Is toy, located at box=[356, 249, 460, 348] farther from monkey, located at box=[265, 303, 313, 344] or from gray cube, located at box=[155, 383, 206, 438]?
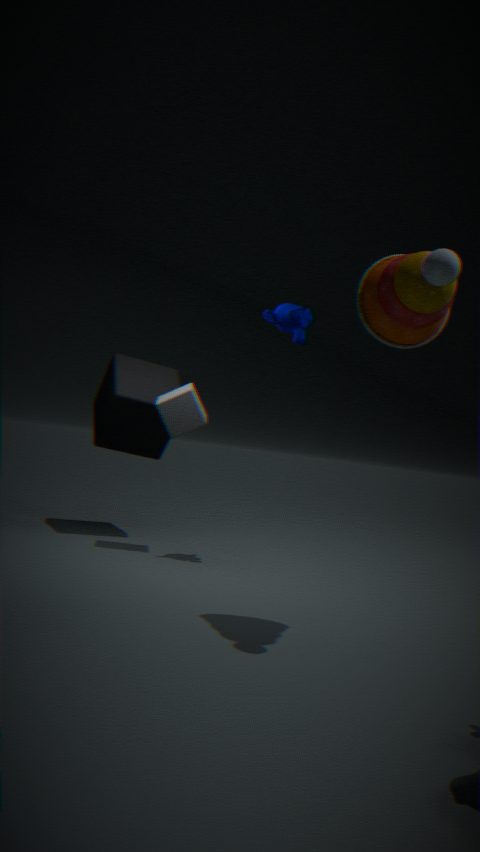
gray cube, located at box=[155, 383, 206, 438]
